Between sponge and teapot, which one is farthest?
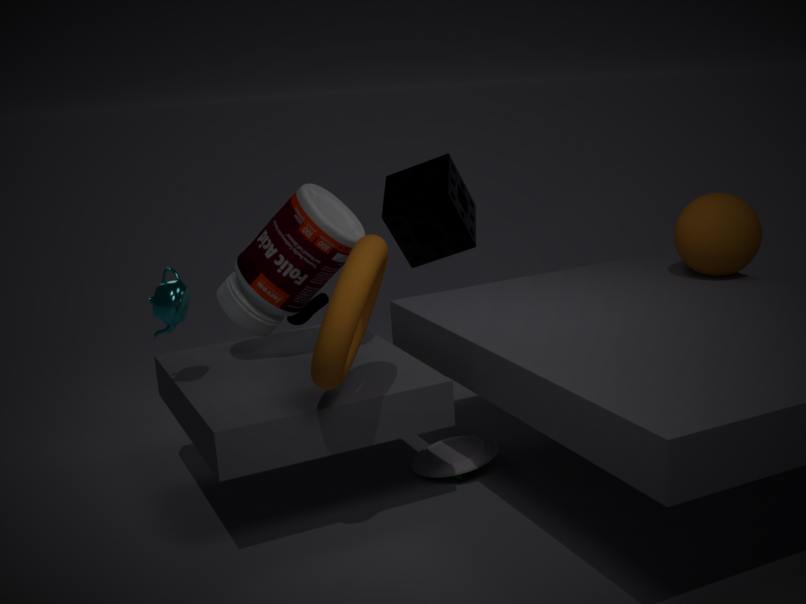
sponge
